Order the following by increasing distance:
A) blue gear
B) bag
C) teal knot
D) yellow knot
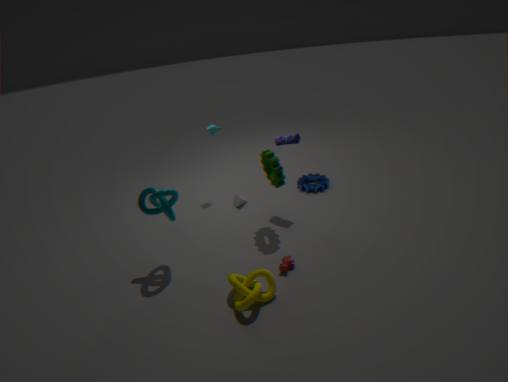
yellow knot → teal knot → bag → blue gear
